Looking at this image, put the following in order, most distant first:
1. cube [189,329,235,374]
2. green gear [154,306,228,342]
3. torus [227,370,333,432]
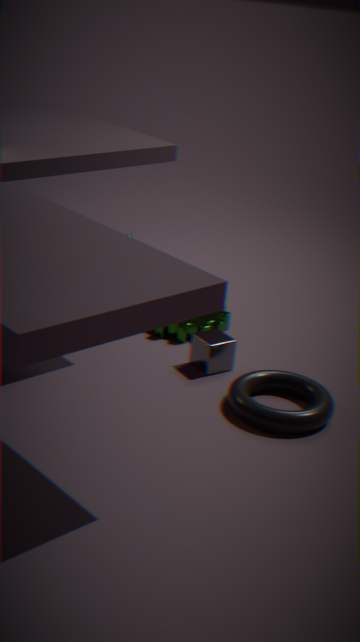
green gear [154,306,228,342], cube [189,329,235,374], torus [227,370,333,432]
